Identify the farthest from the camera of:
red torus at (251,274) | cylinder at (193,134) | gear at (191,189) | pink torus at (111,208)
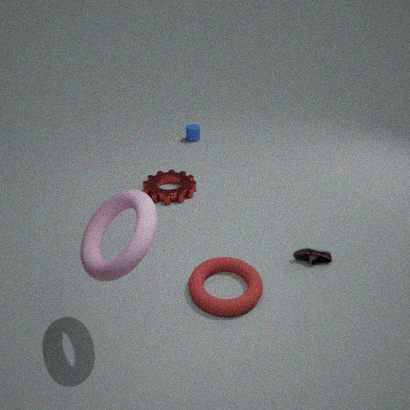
cylinder at (193,134)
